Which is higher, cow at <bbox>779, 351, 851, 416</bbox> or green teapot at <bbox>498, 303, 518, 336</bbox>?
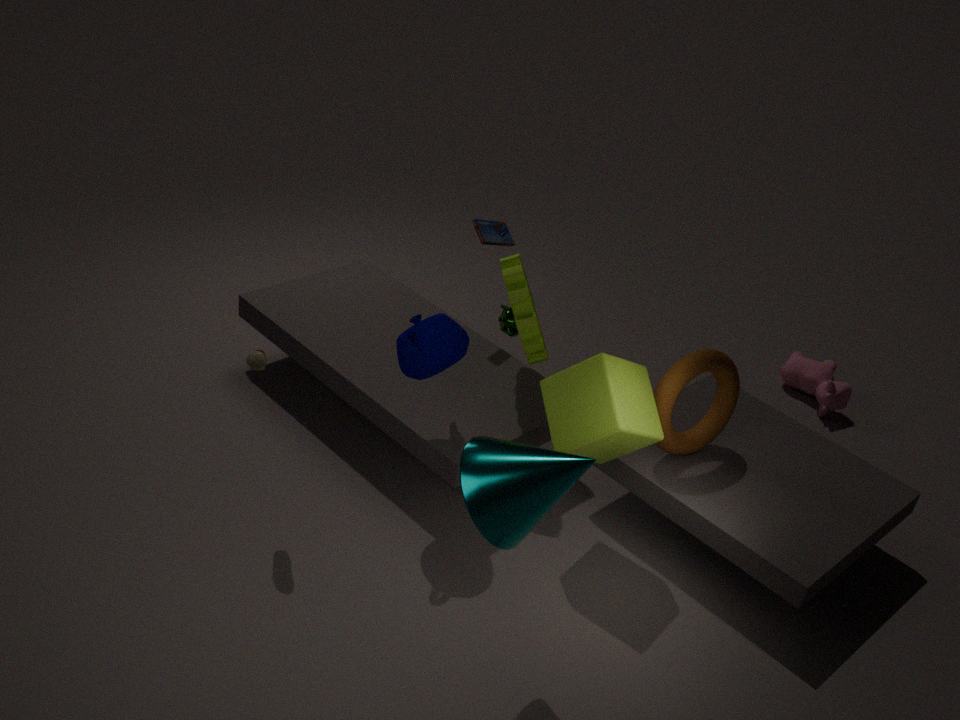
green teapot at <bbox>498, 303, 518, 336</bbox>
